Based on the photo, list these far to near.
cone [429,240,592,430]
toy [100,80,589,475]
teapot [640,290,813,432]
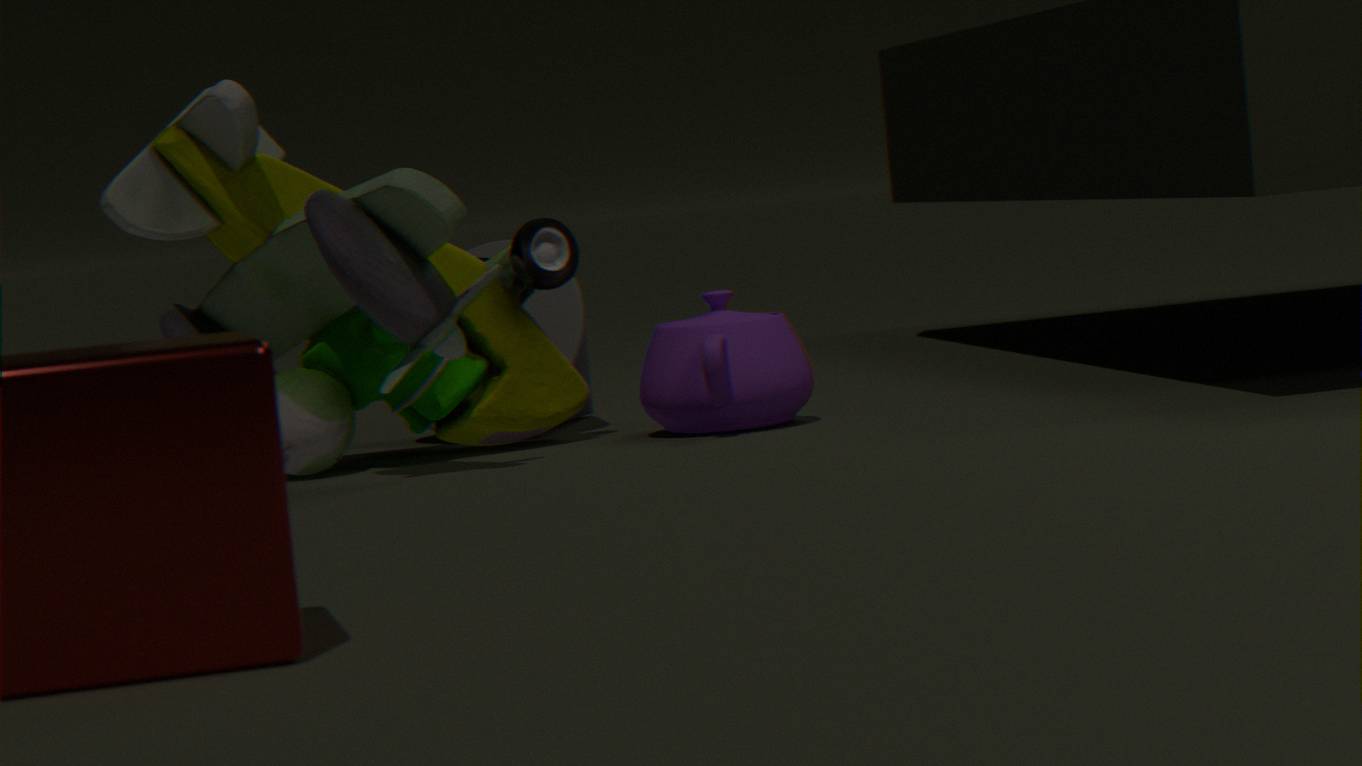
cone [429,240,592,430], teapot [640,290,813,432], toy [100,80,589,475]
